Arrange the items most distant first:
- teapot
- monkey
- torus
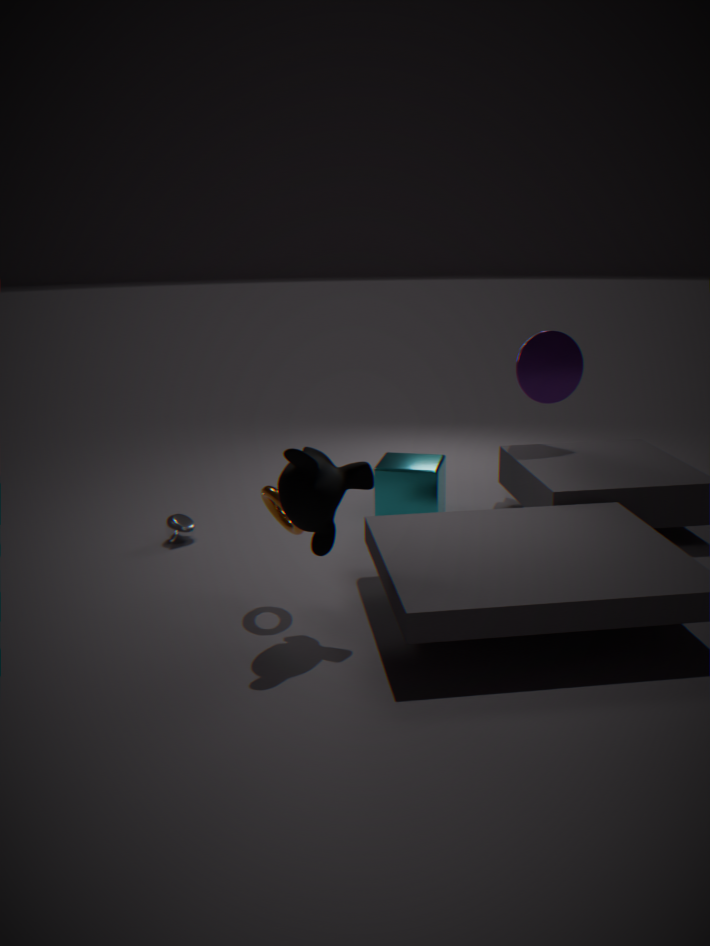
teapot < torus < monkey
